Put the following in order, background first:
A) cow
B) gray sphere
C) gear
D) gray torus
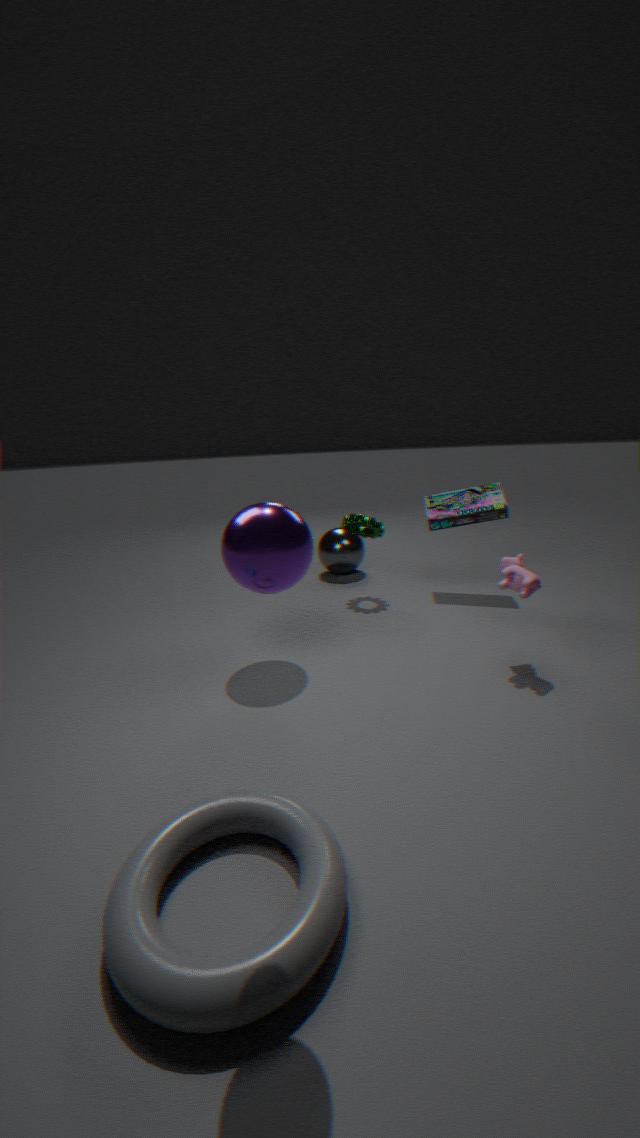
gray sphere < gear < cow < gray torus
